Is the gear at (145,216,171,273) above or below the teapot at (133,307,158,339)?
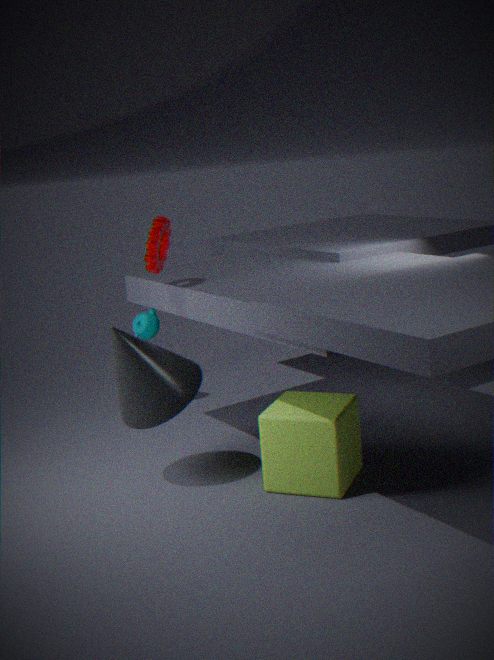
above
